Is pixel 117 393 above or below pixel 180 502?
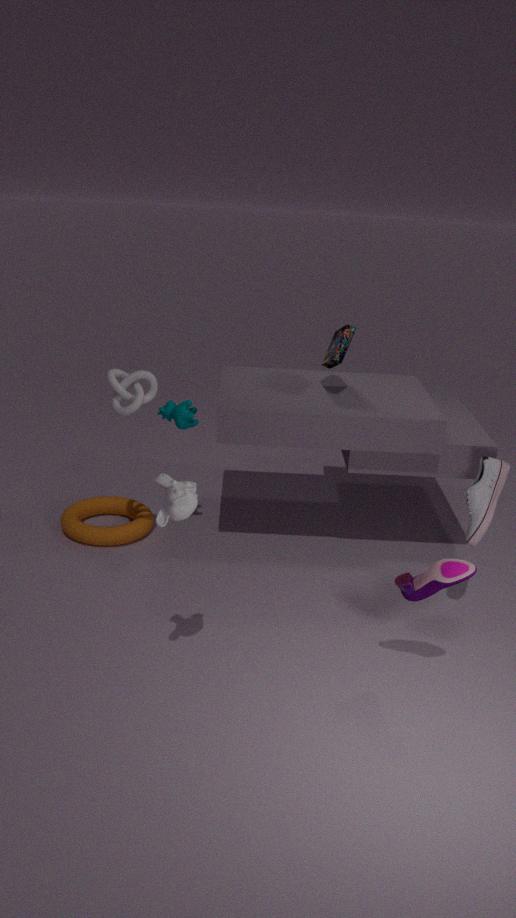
above
